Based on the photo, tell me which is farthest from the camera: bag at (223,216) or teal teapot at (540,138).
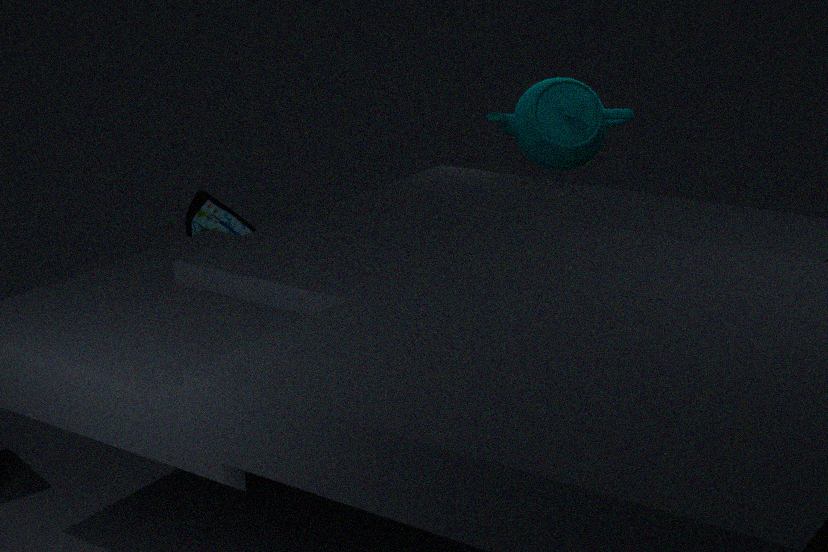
teal teapot at (540,138)
